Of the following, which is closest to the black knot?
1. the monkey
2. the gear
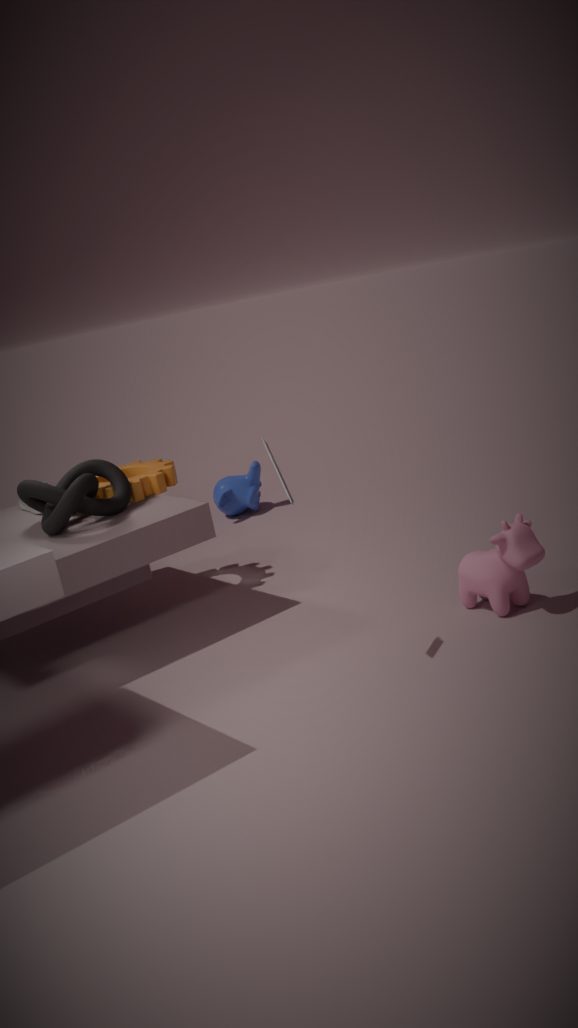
the gear
